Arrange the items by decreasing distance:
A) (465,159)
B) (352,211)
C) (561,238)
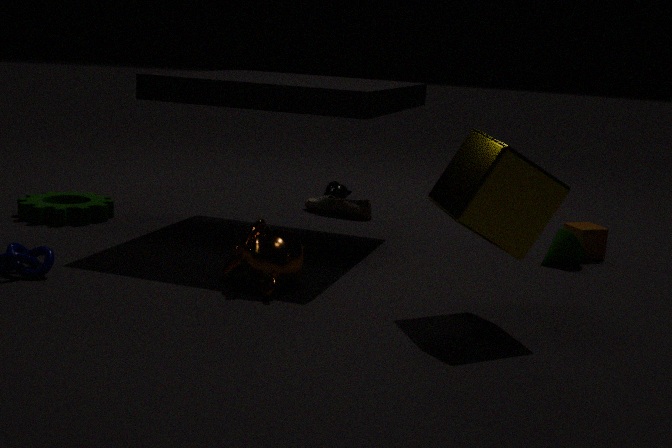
1. (352,211)
2. (561,238)
3. (465,159)
